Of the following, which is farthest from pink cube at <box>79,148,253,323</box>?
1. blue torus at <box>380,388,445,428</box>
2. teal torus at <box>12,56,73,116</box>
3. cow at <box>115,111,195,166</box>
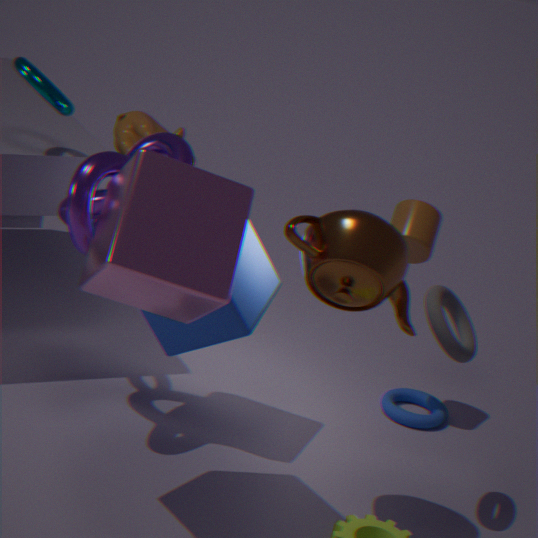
blue torus at <box>380,388,445,428</box>
